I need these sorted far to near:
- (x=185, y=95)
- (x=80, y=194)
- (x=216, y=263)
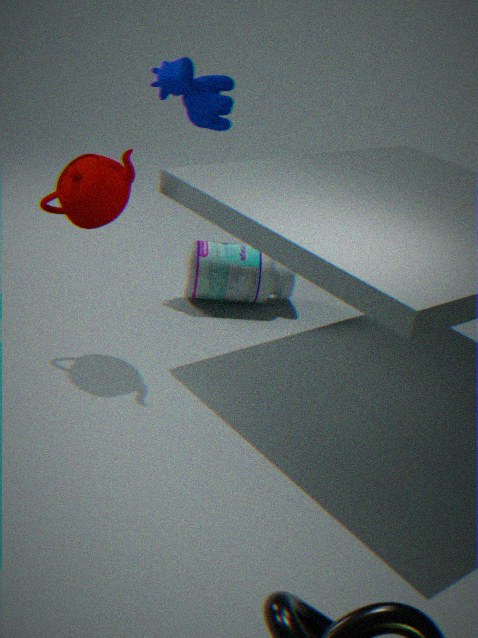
(x=185, y=95) → (x=216, y=263) → (x=80, y=194)
